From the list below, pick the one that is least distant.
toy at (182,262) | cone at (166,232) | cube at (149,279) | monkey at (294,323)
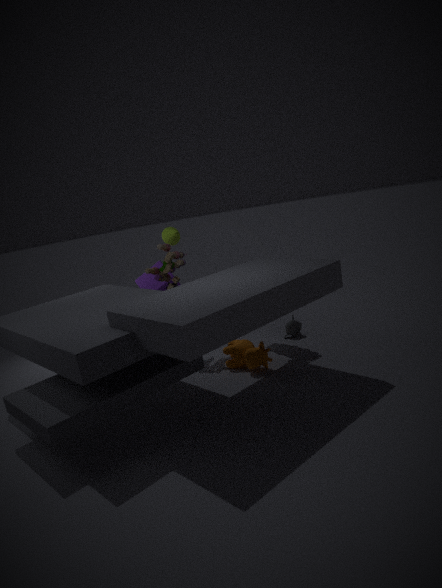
toy at (182,262)
